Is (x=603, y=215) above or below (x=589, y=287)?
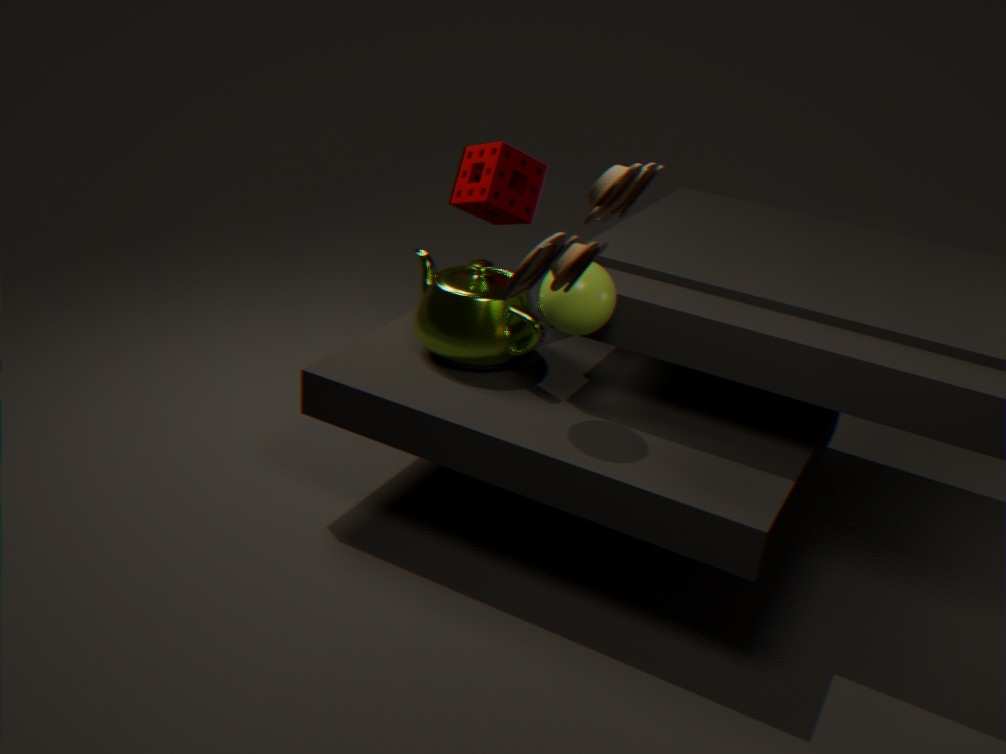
above
